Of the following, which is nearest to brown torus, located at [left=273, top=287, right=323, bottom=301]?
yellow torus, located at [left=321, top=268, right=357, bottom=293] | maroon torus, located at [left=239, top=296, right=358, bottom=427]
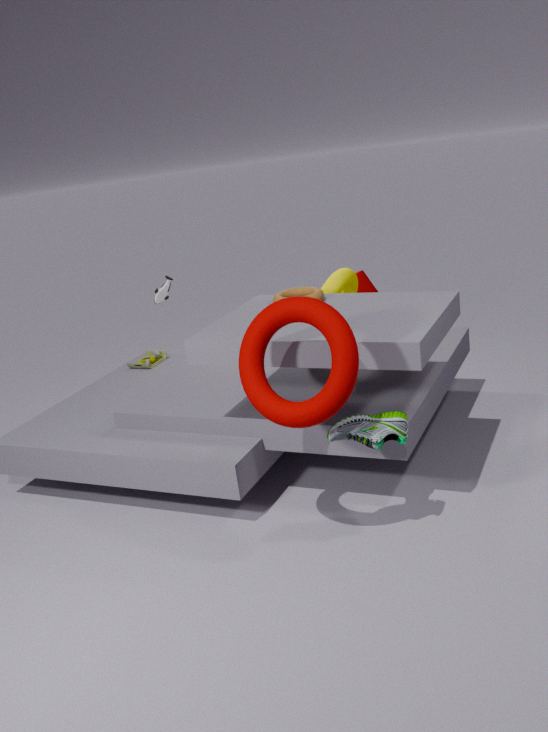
yellow torus, located at [left=321, top=268, right=357, bottom=293]
